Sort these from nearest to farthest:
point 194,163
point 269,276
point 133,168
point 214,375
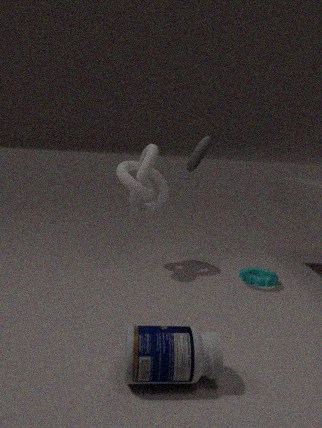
point 214,375, point 194,163, point 269,276, point 133,168
